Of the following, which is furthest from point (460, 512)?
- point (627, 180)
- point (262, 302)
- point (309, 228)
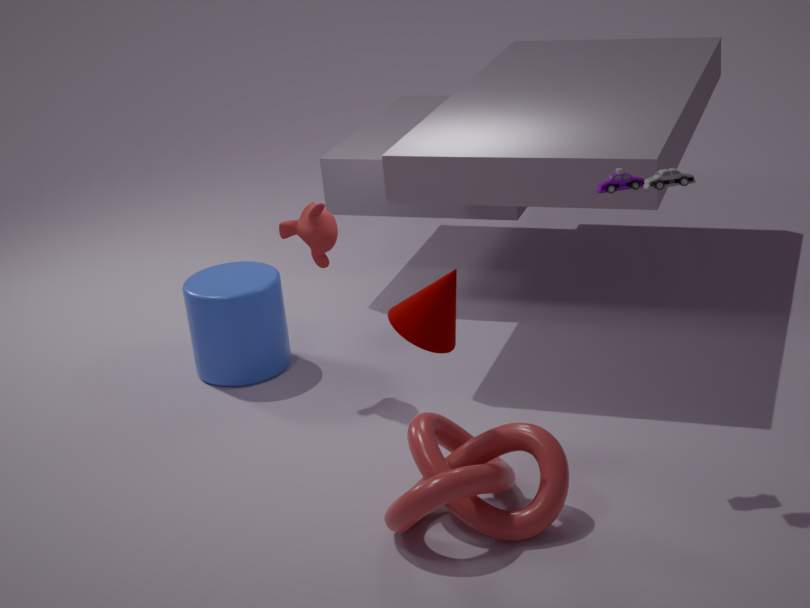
point (262, 302)
